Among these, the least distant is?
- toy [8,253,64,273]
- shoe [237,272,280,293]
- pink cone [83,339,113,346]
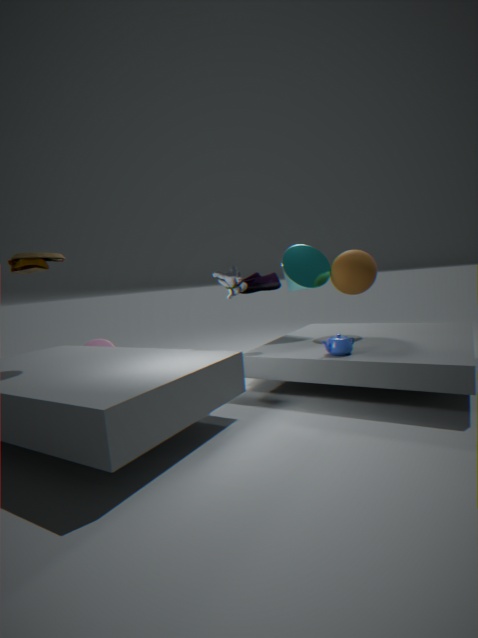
toy [8,253,64,273]
